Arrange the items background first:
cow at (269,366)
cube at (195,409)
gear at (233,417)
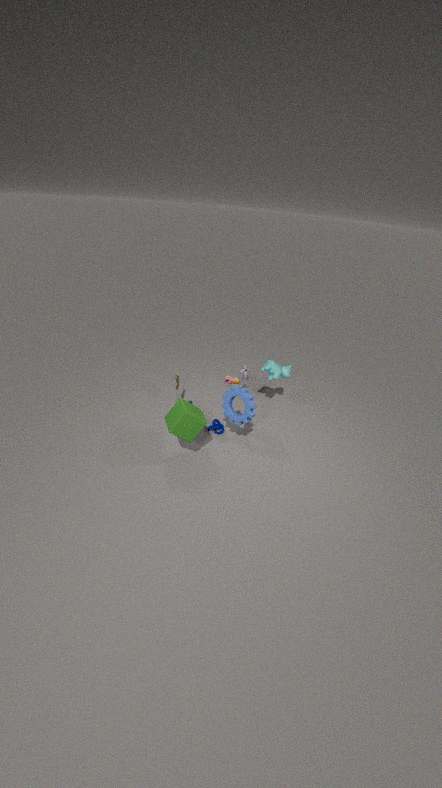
cow at (269,366)
gear at (233,417)
cube at (195,409)
